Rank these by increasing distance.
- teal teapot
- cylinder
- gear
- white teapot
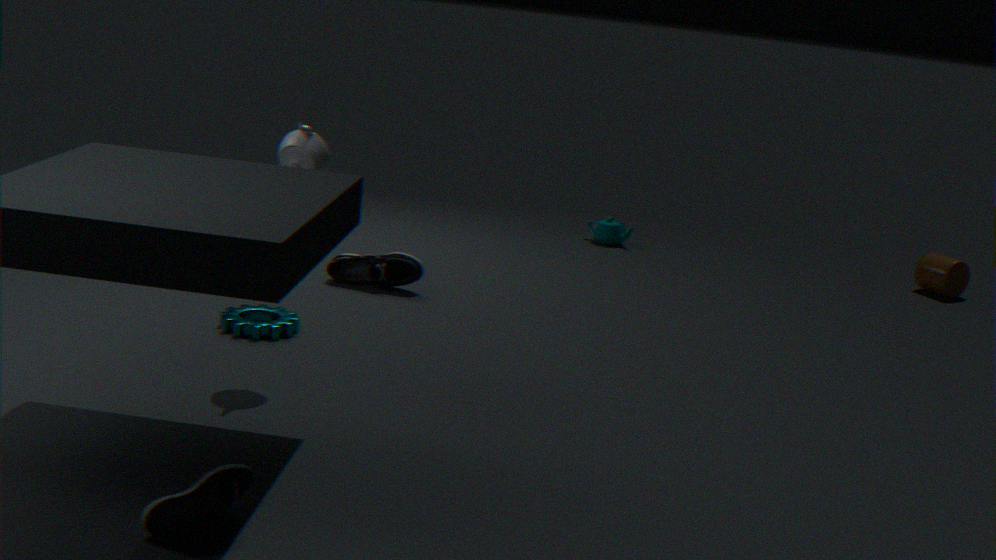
white teapot, gear, cylinder, teal teapot
